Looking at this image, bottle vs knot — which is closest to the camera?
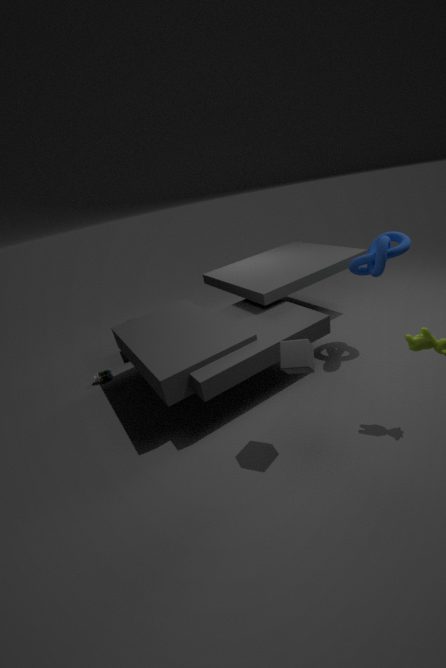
knot
